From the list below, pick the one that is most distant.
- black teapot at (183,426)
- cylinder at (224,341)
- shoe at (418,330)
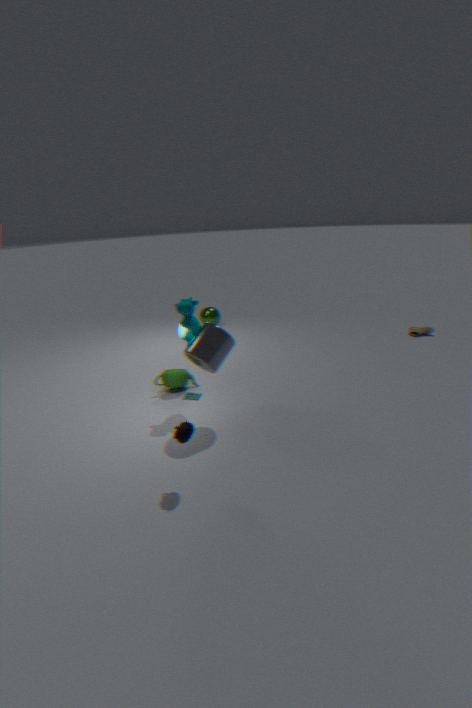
shoe at (418,330)
